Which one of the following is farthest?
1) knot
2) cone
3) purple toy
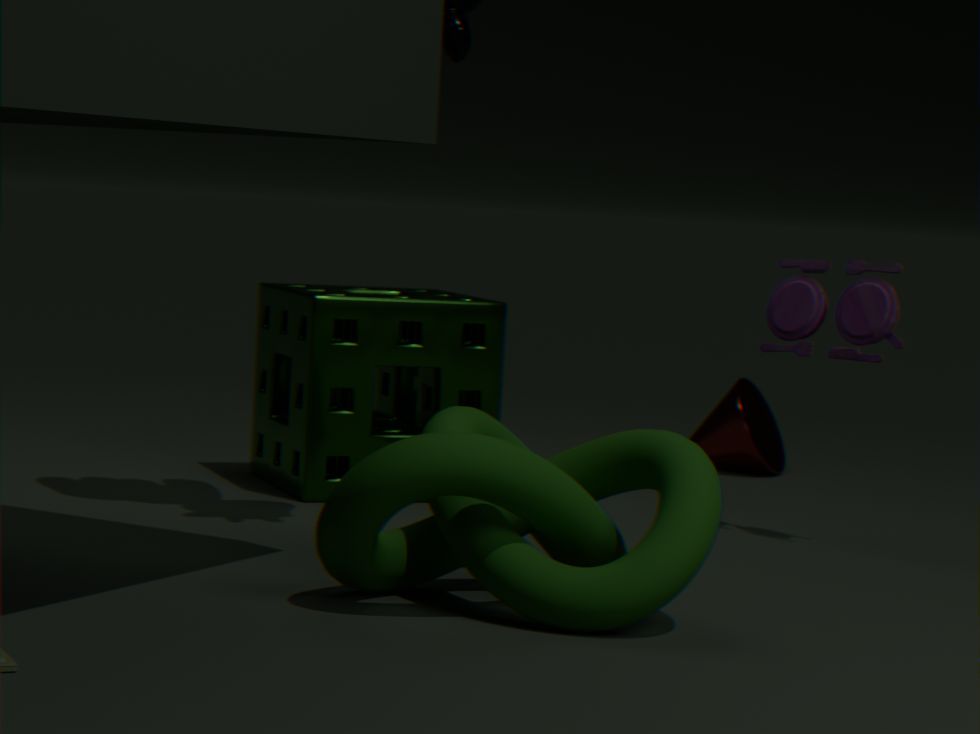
2. cone
